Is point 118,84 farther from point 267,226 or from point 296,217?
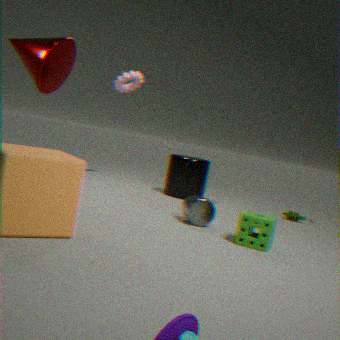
point 267,226
